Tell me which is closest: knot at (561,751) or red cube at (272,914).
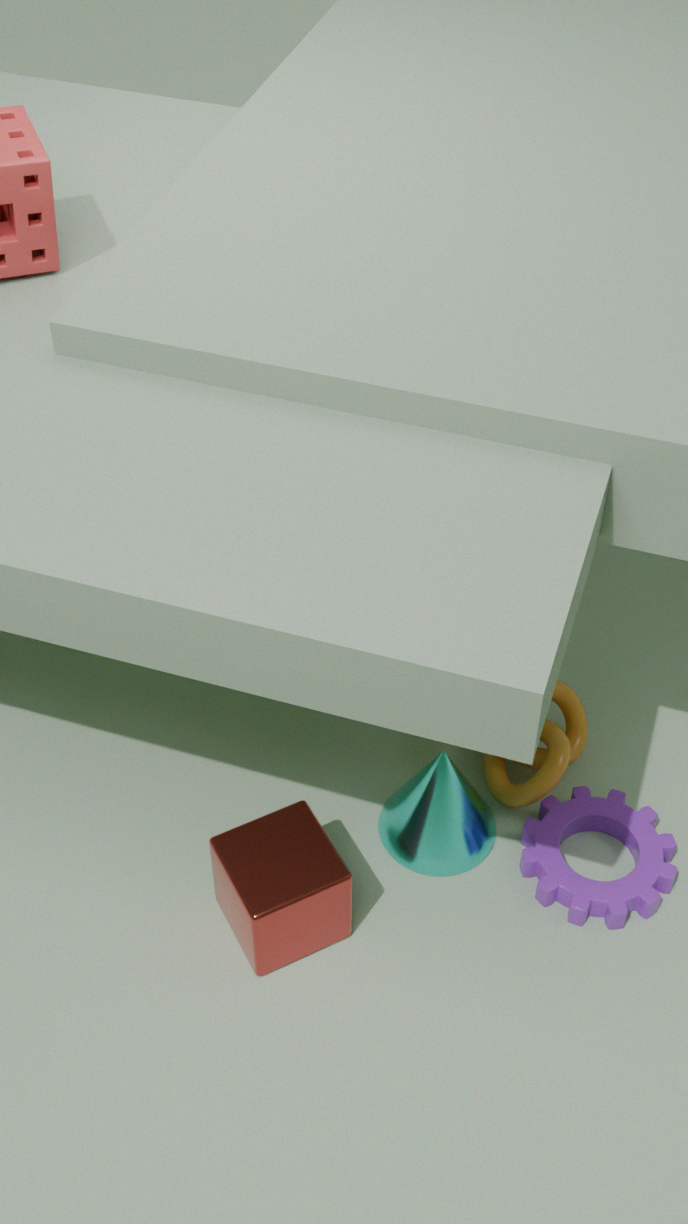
red cube at (272,914)
